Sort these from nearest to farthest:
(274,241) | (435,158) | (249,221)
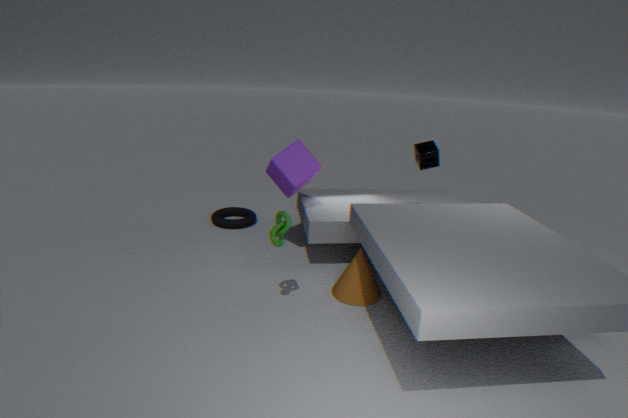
(274,241), (435,158), (249,221)
